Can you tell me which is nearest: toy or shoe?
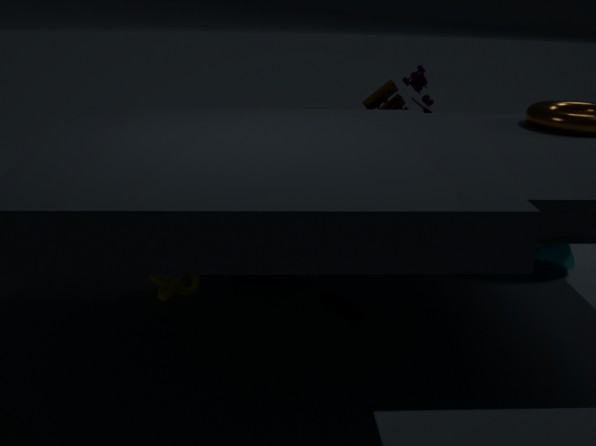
shoe
